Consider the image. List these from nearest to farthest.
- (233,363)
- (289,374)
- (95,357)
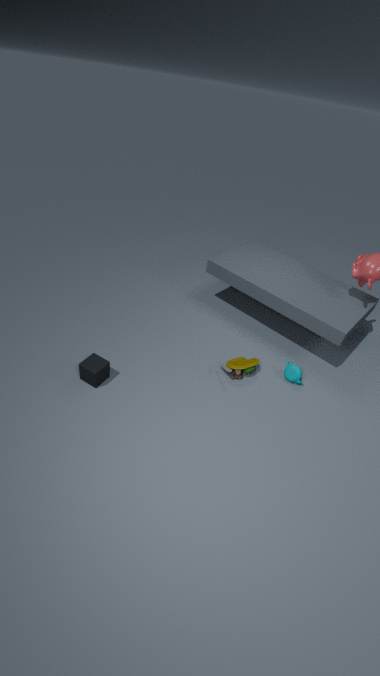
(95,357), (233,363), (289,374)
